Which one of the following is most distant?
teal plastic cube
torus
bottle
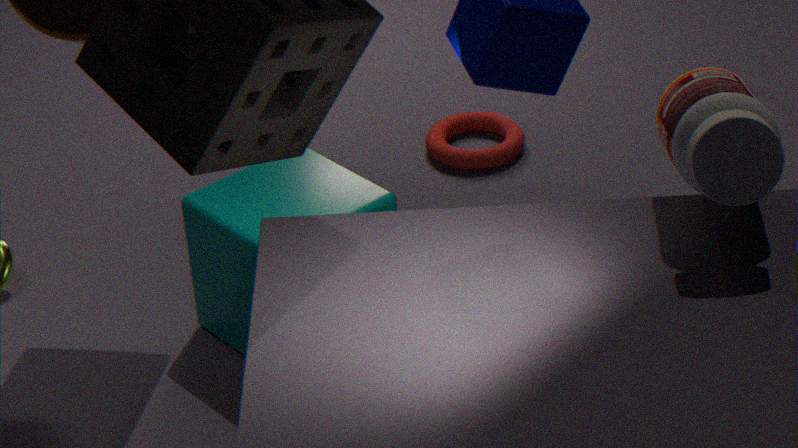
→ torus
